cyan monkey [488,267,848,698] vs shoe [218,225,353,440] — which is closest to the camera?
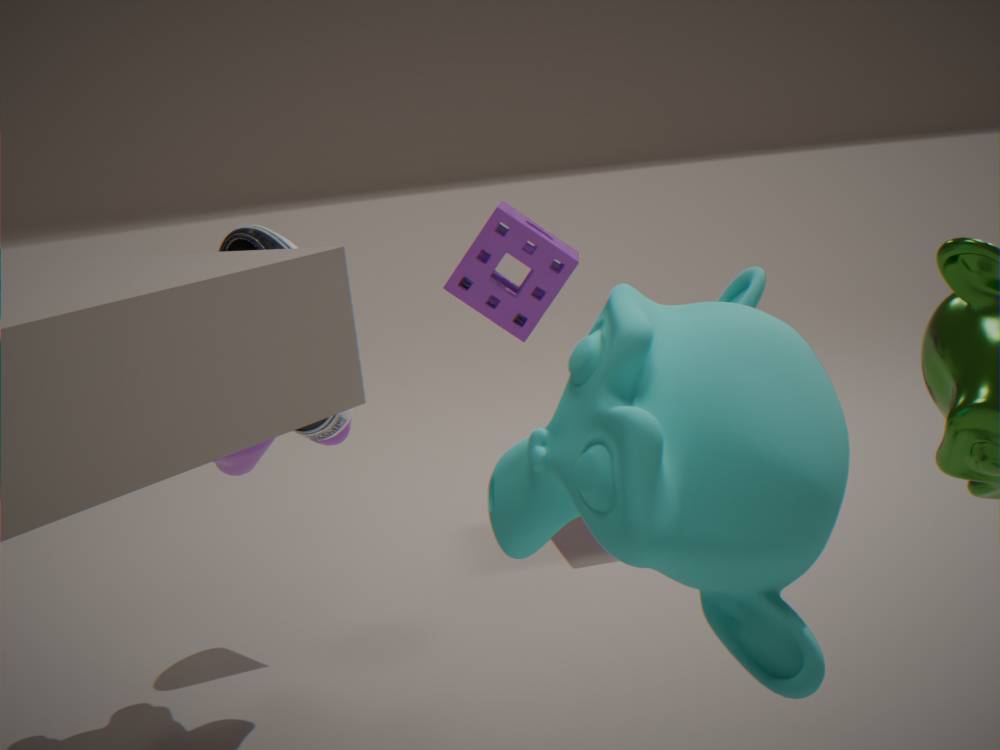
cyan monkey [488,267,848,698]
